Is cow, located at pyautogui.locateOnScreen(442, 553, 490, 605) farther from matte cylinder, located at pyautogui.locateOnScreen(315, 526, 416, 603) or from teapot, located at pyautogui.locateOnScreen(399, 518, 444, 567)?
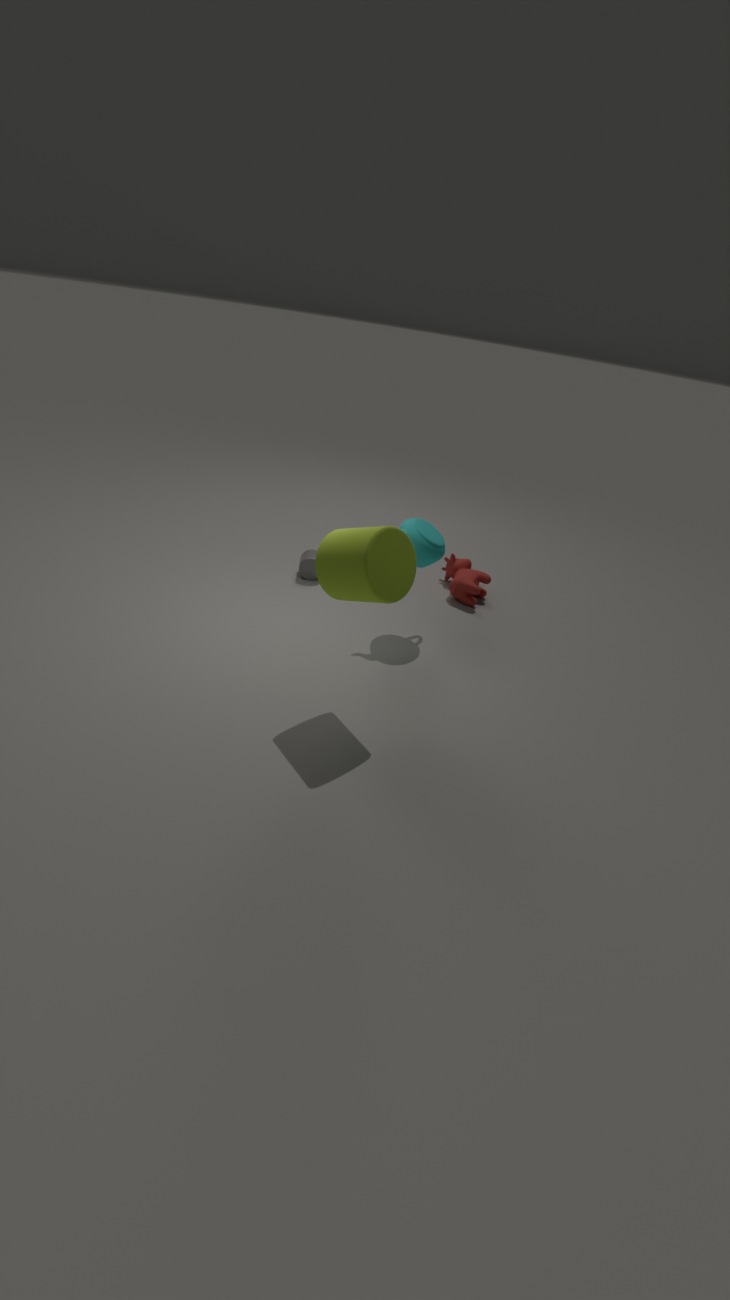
matte cylinder, located at pyautogui.locateOnScreen(315, 526, 416, 603)
